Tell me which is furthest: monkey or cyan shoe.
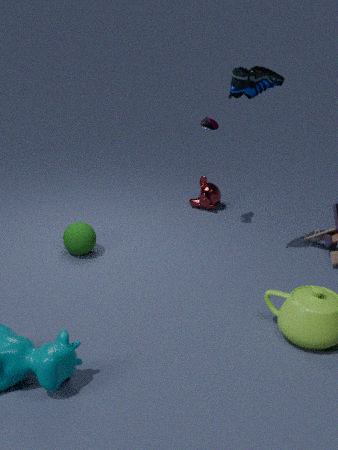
monkey
